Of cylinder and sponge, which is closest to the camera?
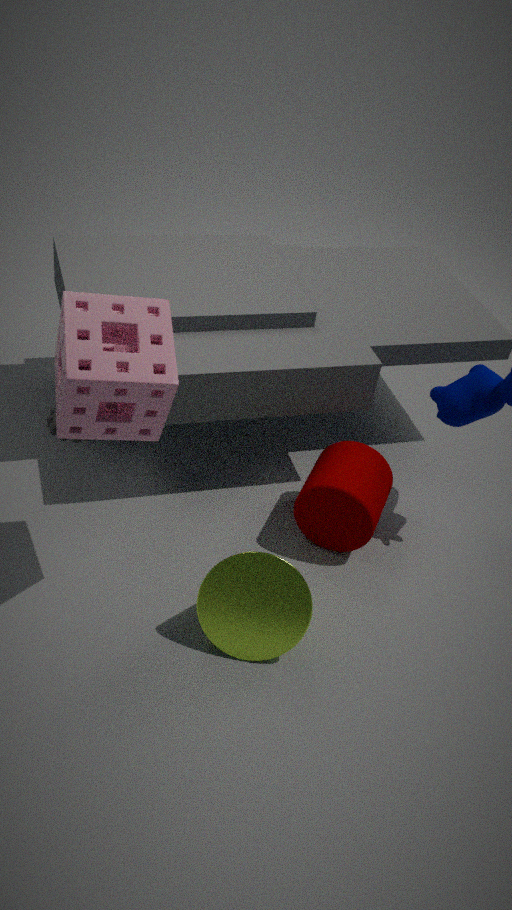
sponge
